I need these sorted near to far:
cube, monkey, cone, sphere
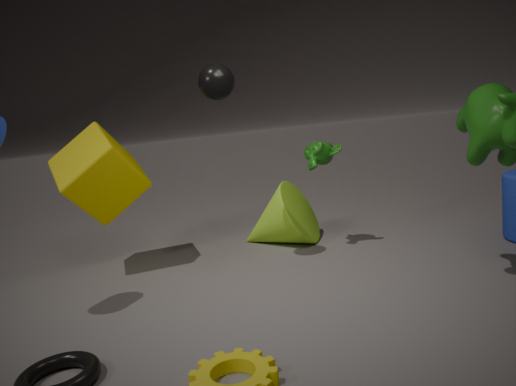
sphere → cube → monkey → cone
